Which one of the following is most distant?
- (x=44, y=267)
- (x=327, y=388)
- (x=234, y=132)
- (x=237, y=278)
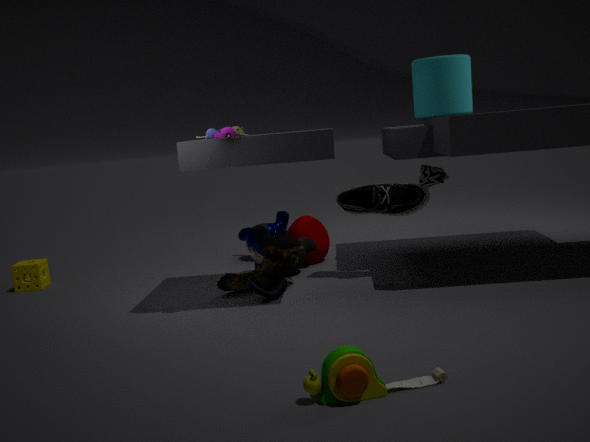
(x=44, y=267)
